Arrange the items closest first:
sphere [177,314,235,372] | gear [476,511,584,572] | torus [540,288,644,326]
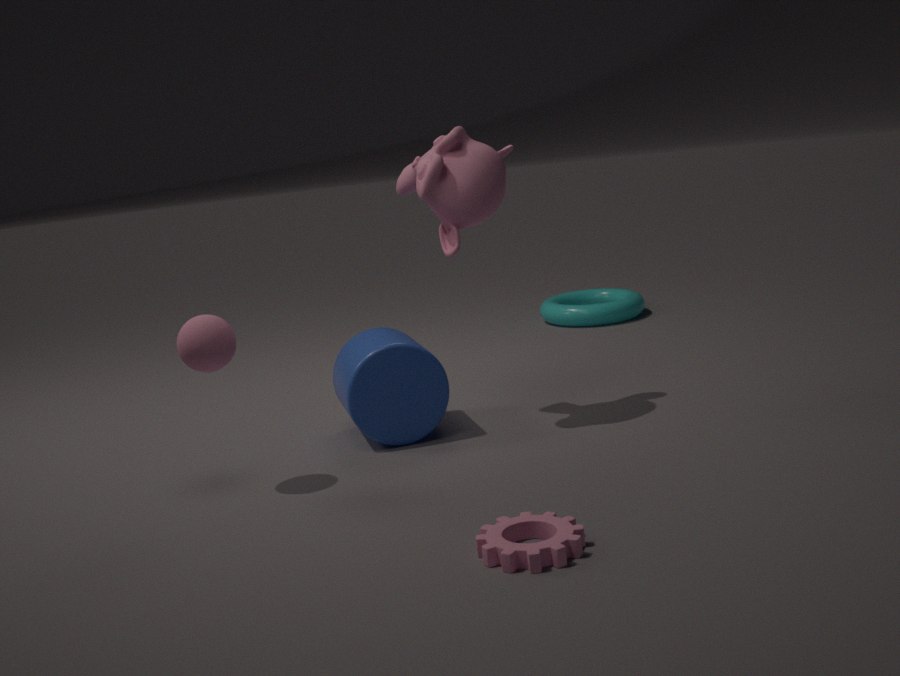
gear [476,511,584,572] → sphere [177,314,235,372] → torus [540,288,644,326]
